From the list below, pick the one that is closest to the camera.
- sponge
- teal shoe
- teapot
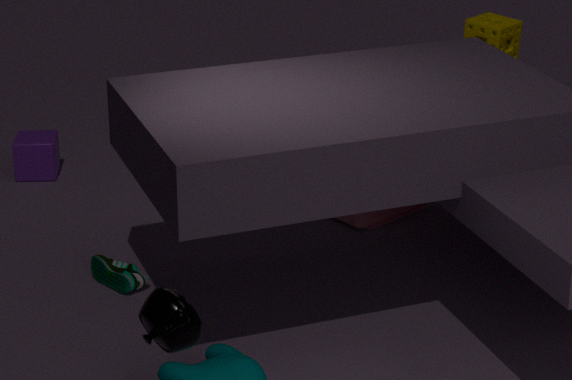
teapot
